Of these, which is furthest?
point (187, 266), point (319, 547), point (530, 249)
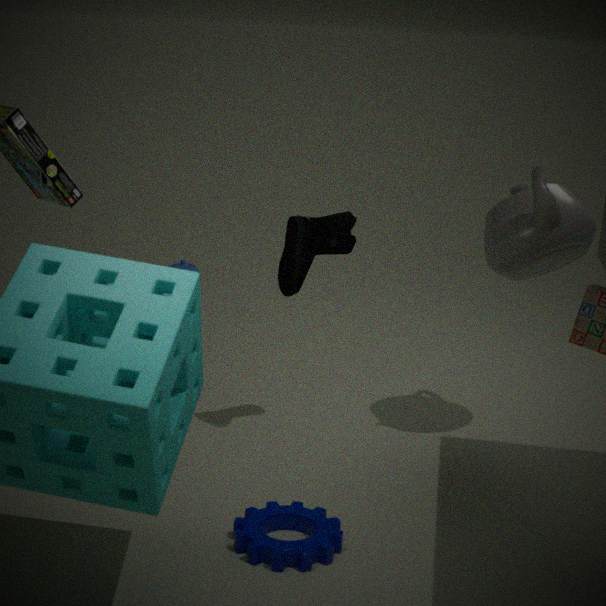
point (187, 266)
